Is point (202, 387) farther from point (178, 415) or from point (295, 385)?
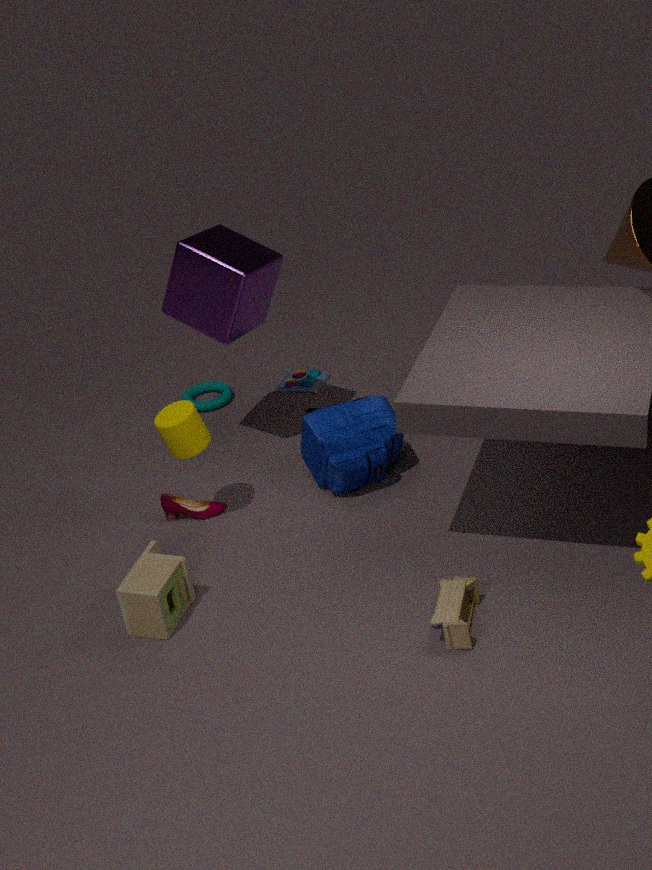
point (178, 415)
